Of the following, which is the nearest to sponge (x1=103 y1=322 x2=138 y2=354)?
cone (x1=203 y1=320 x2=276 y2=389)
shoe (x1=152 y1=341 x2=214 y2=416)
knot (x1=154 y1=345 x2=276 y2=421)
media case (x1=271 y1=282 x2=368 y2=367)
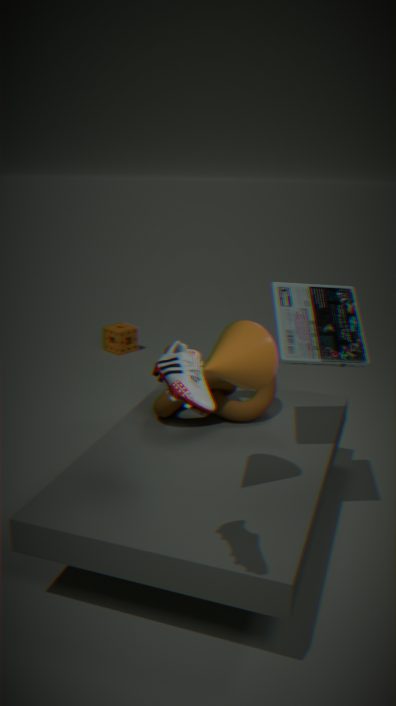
knot (x1=154 y1=345 x2=276 y2=421)
